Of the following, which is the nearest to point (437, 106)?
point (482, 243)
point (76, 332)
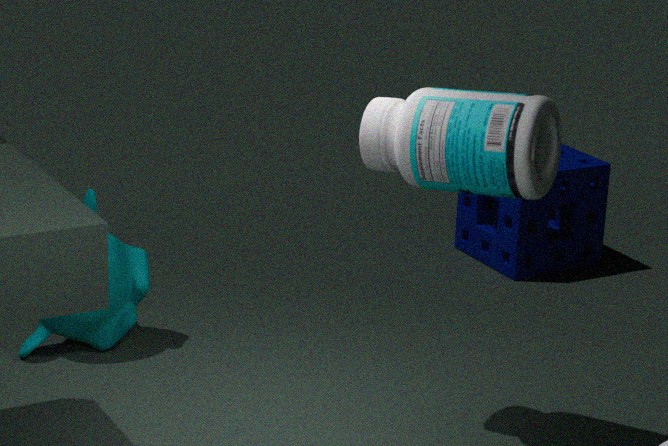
point (76, 332)
